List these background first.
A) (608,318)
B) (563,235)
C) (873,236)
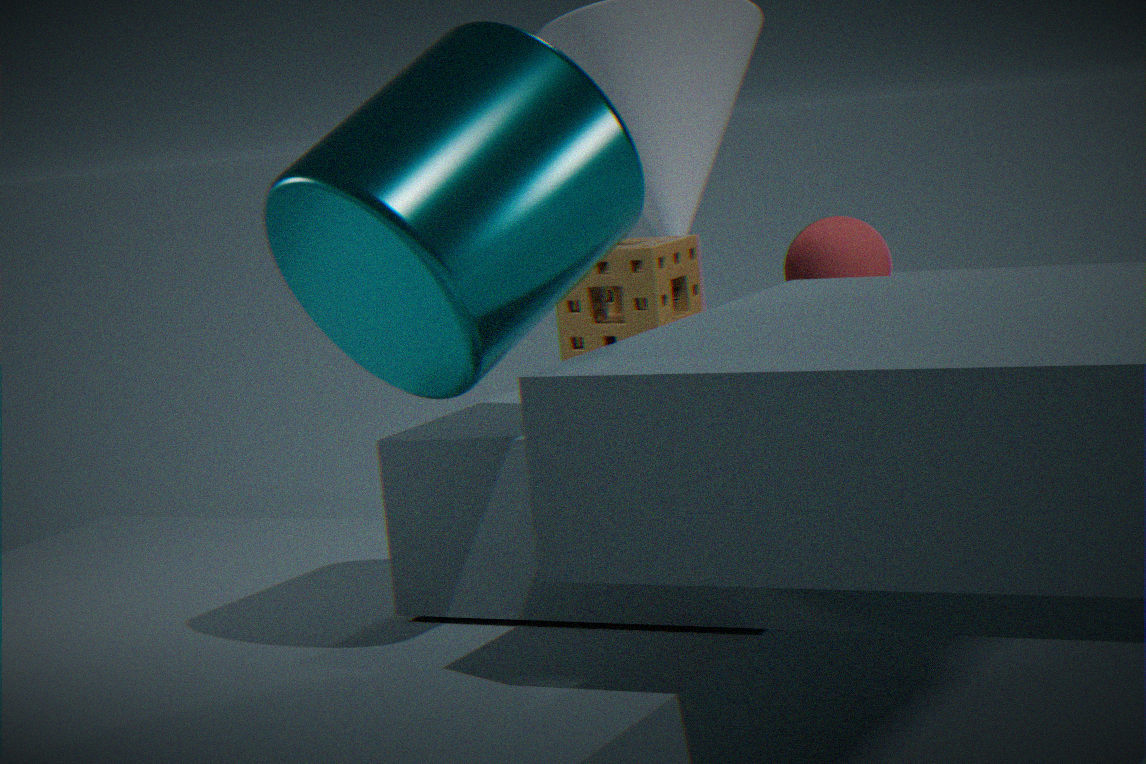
(873,236) → (608,318) → (563,235)
